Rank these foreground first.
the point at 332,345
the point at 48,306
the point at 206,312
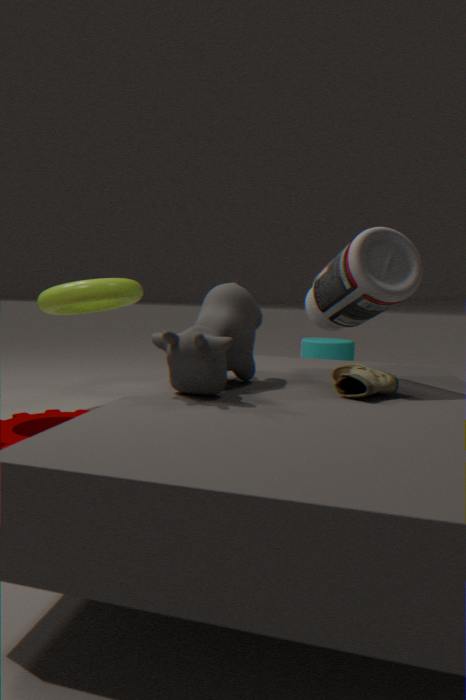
the point at 206,312 → the point at 48,306 → the point at 332,345
